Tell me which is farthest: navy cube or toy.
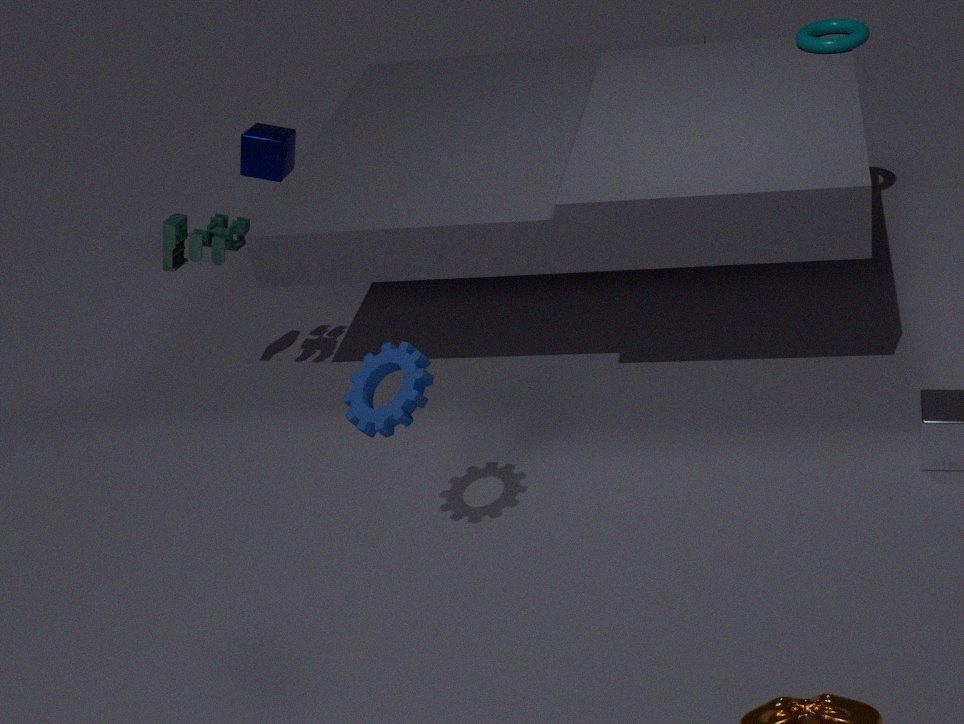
navy cube
